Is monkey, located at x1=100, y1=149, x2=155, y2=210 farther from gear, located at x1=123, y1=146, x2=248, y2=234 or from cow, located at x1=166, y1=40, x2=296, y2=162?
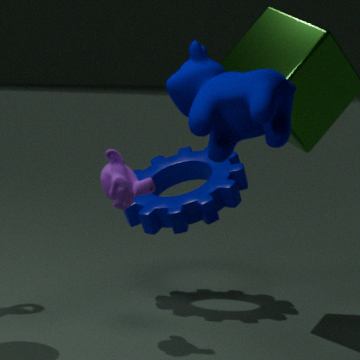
cow, located at x1=166, y1=40, x2=296, y2=162
